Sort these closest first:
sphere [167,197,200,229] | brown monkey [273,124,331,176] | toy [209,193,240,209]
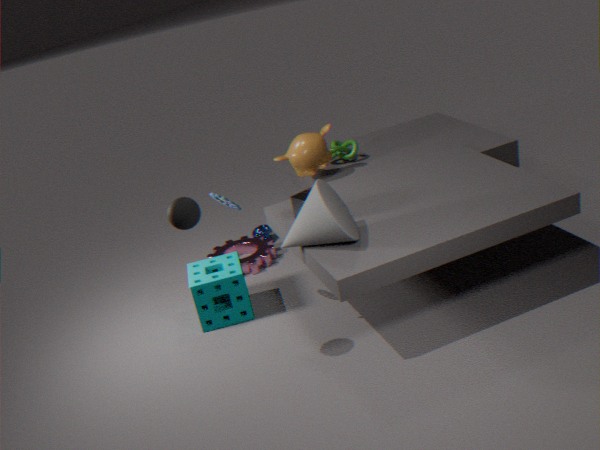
1. sphere [167,197,200,229]
2. toy [209,193,240,209]
3. brown monkey [273,124,331,176]
